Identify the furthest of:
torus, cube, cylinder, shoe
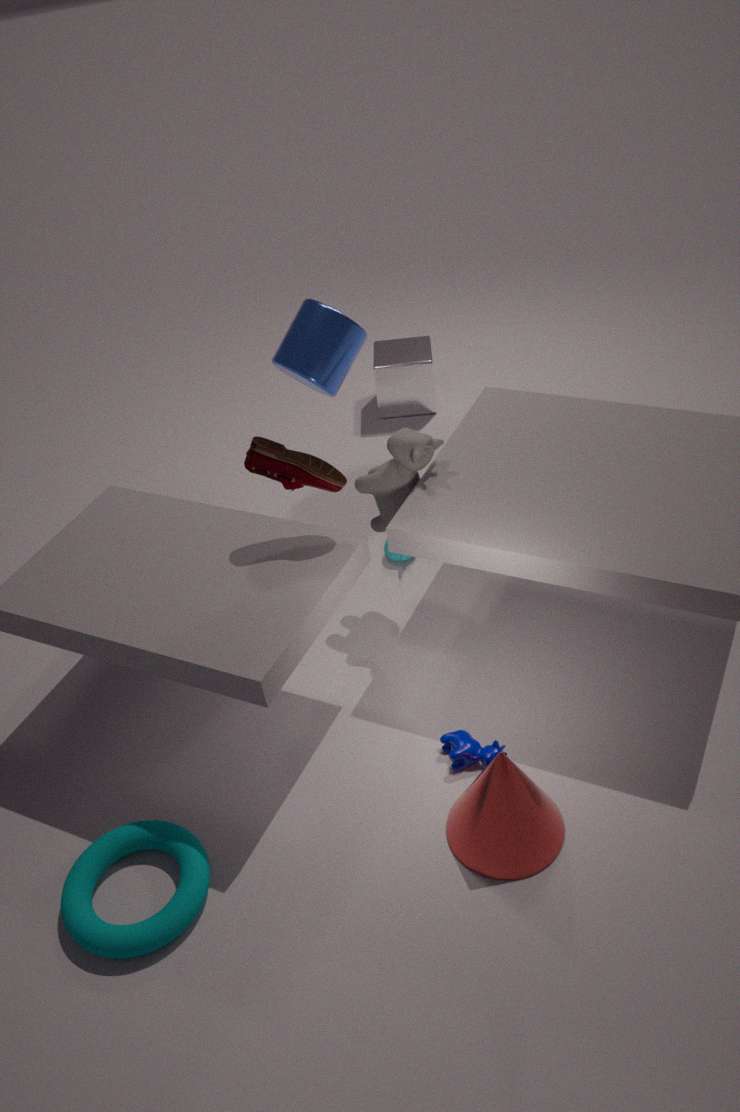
cube
